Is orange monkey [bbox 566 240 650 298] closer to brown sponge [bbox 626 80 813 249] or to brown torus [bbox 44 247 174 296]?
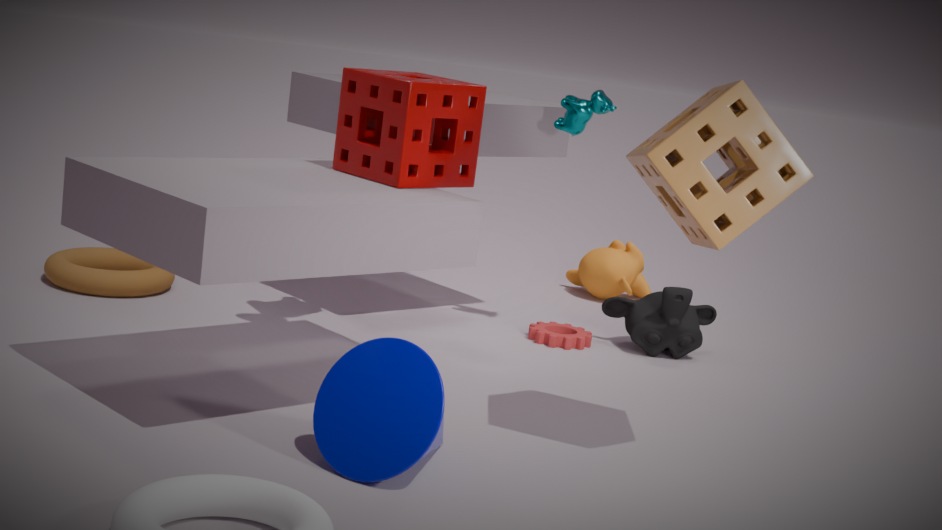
brown torus [bbox 44 247 174 296]
